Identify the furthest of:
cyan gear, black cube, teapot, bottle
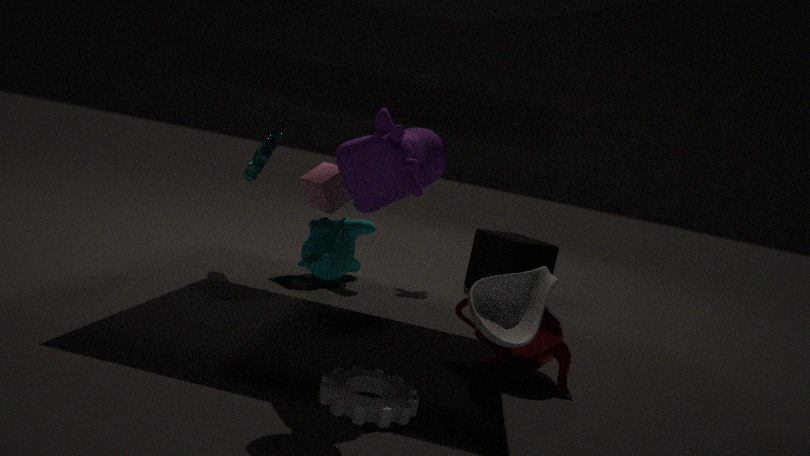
black cube
